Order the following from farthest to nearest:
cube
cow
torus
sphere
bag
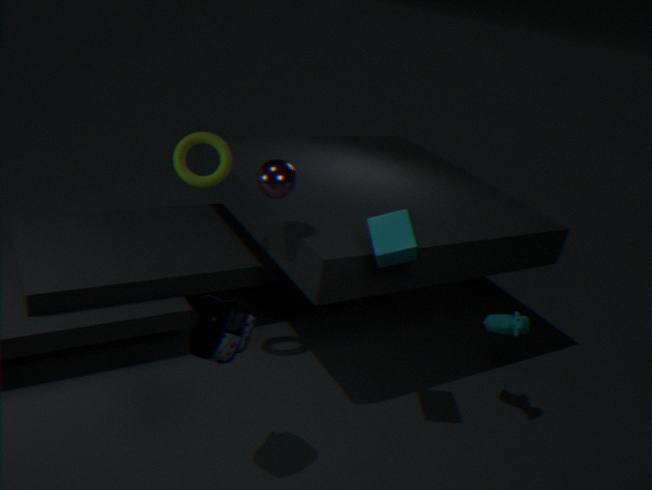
cow, torus, sphere, cube, bag
